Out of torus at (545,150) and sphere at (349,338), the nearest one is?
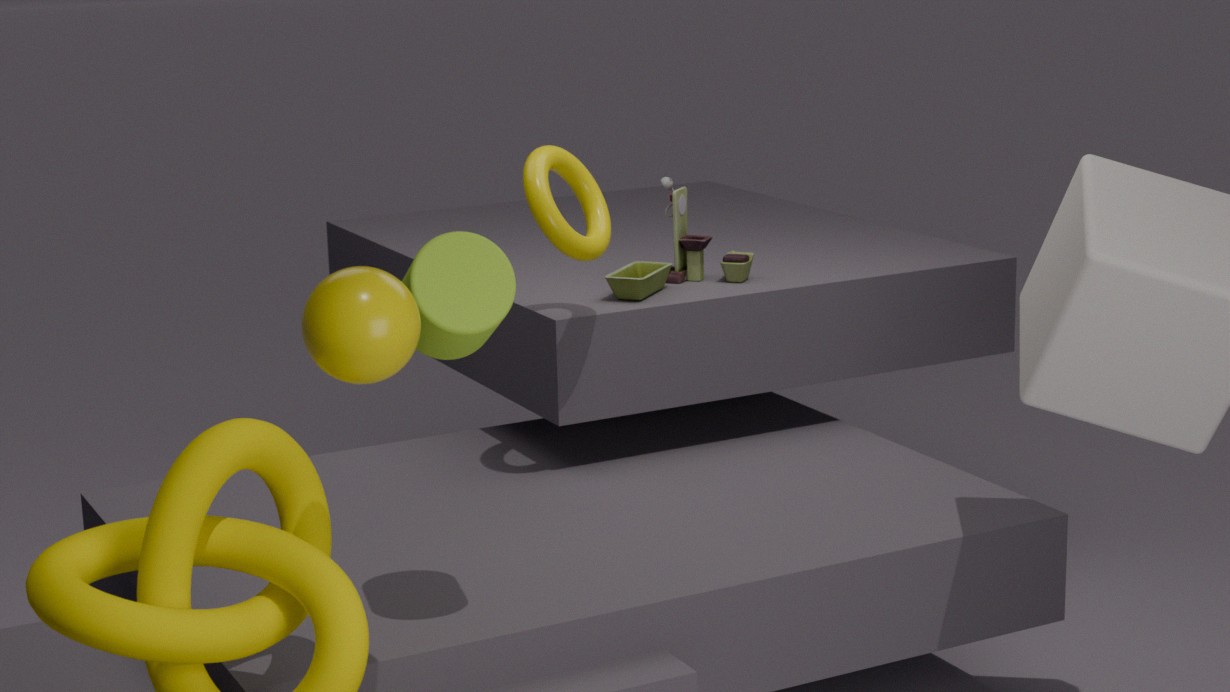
sphere at (349,338)
